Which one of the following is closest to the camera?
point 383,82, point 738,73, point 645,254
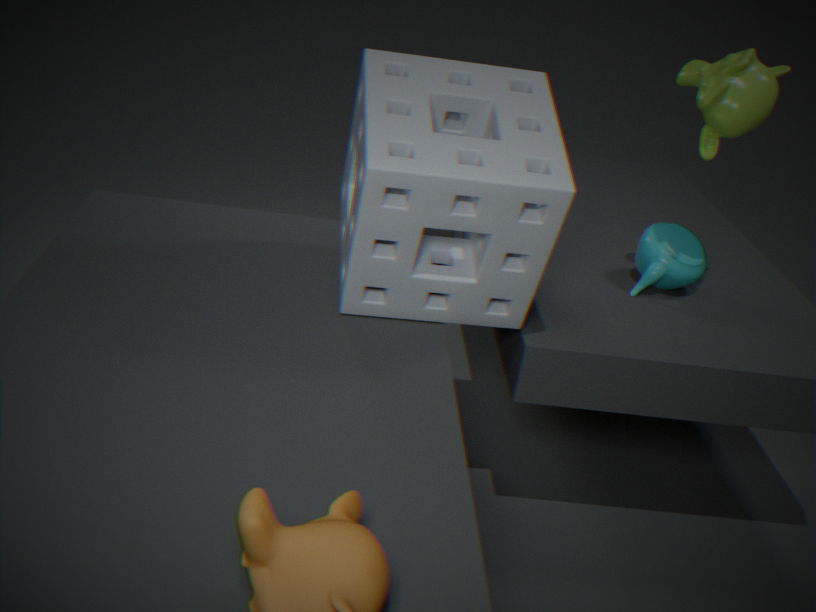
point 383,82
